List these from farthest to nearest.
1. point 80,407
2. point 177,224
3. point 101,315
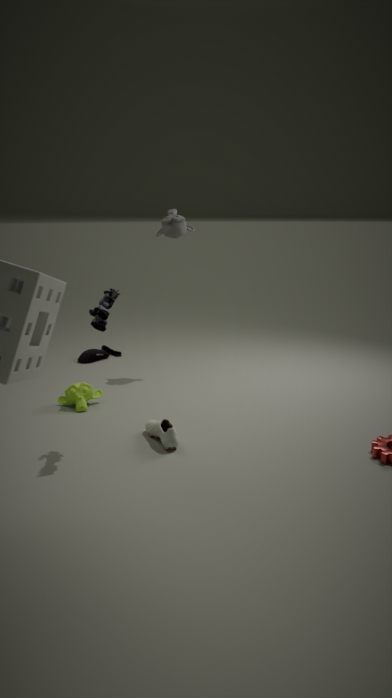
point 177,224 → point 80,407 → point 101,315
